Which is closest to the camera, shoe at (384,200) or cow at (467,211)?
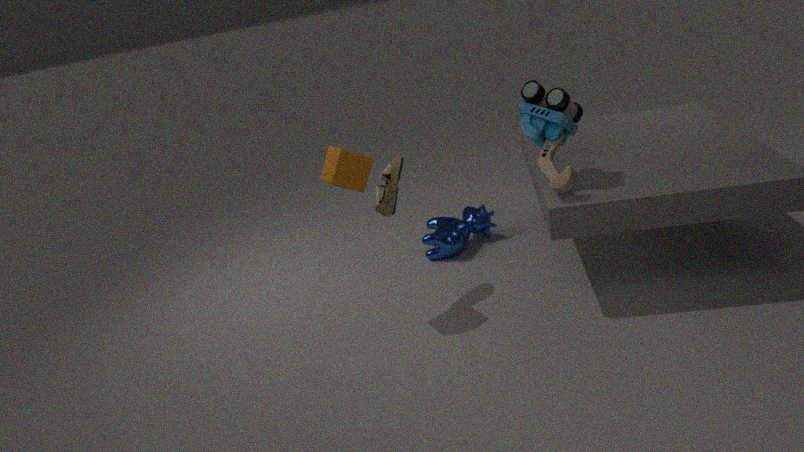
shoe at (384,200)
